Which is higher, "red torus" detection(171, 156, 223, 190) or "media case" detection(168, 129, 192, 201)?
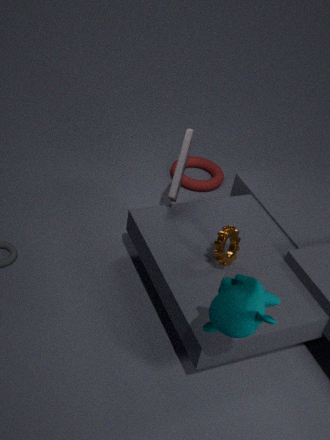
"media case" detection(168, 129, 192, 201)
